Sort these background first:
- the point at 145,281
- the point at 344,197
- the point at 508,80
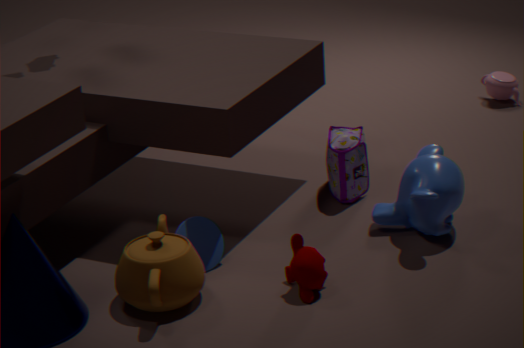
the point at 508,80, the point at 344,197, the point at 145,281
